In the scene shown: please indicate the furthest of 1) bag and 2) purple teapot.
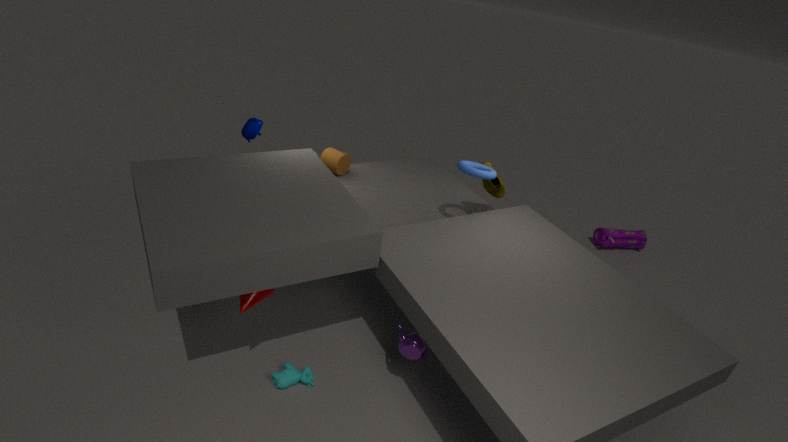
1. bag
